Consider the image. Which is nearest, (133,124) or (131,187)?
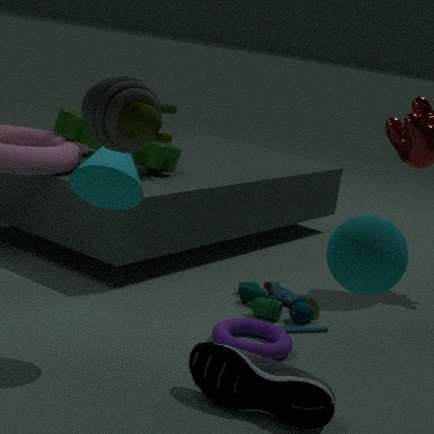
(133,124)
